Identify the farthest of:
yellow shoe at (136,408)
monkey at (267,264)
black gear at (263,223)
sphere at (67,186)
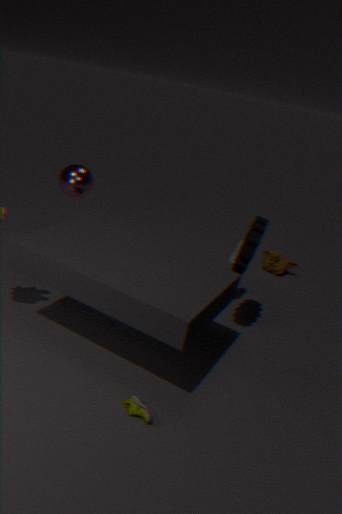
monkey at (267,264)
